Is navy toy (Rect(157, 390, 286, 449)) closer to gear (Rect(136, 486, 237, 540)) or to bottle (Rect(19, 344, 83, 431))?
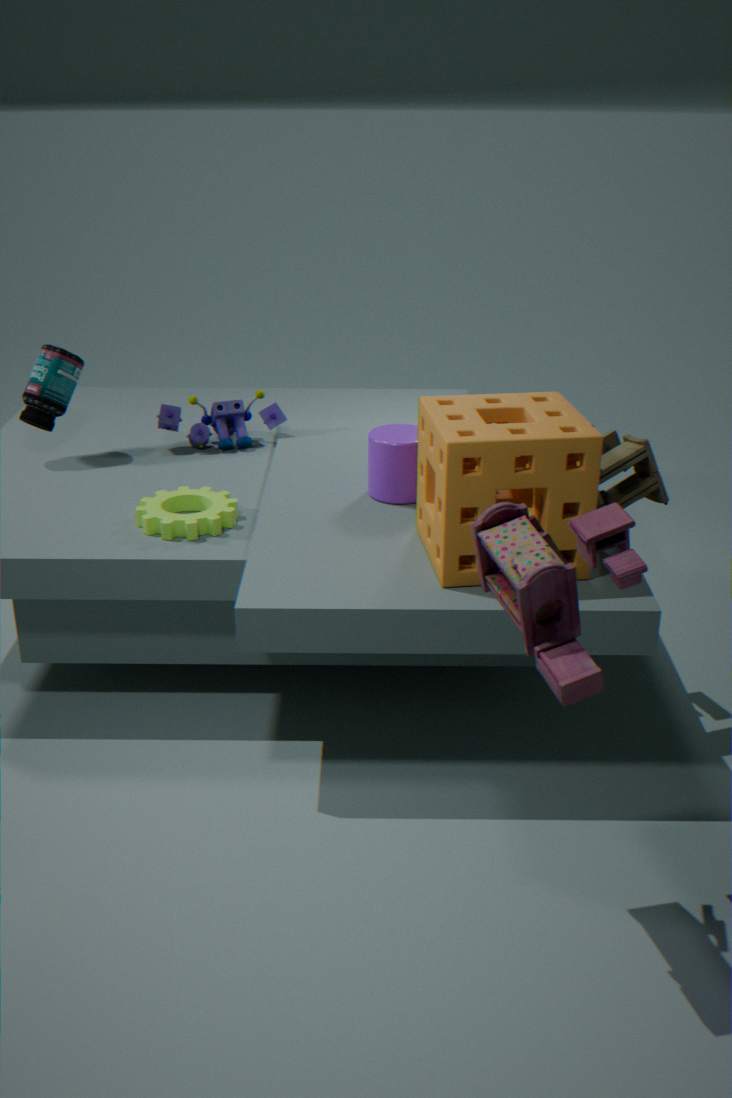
bottle (Rect(19, 344, 83, 431))
